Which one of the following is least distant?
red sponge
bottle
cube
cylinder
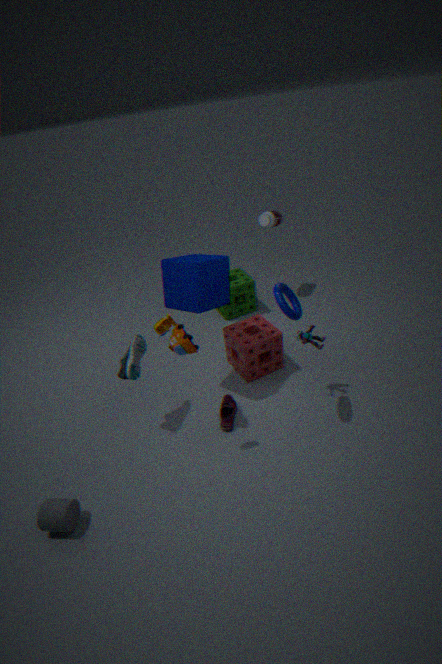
cylinder
